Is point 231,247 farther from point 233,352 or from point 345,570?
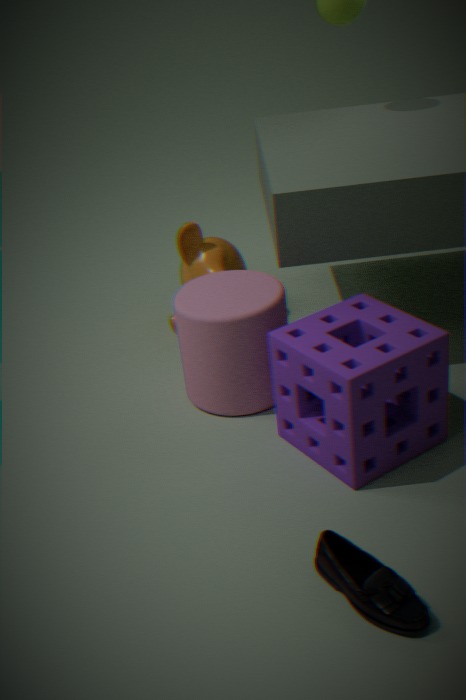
point 345,570
